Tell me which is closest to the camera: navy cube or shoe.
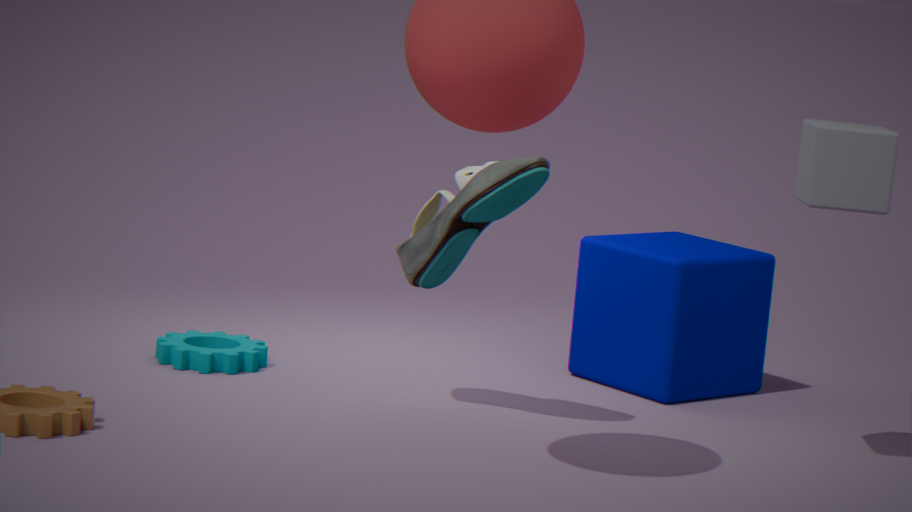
shoe
